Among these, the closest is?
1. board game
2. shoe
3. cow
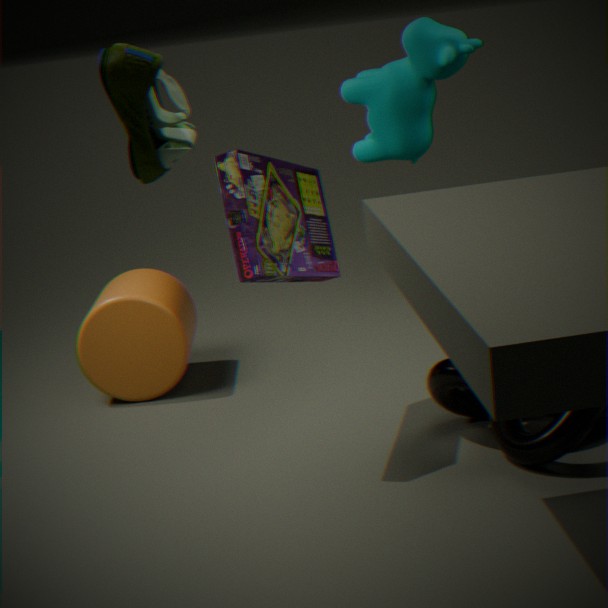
shoe
